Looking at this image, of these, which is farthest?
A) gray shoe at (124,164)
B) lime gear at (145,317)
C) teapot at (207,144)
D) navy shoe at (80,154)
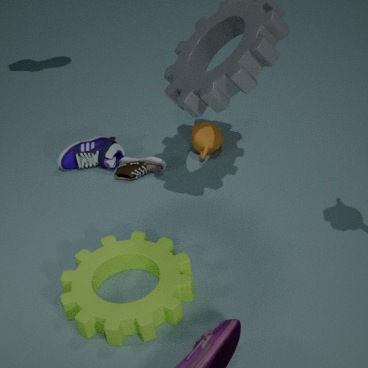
navy shoe at (80,154)
